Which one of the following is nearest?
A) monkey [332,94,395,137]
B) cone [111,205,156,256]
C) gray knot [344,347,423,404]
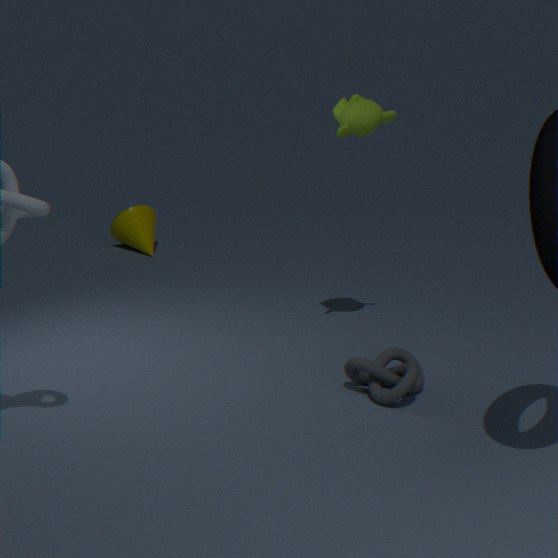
gray knot [344,347,423,404]
